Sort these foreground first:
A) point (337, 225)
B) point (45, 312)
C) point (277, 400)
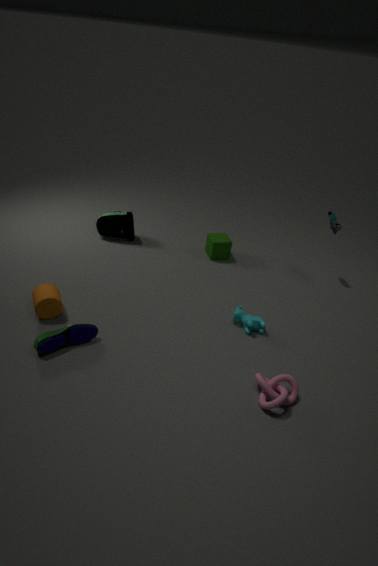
point (277, 400)
point (45, 312)
point (337, 225)
